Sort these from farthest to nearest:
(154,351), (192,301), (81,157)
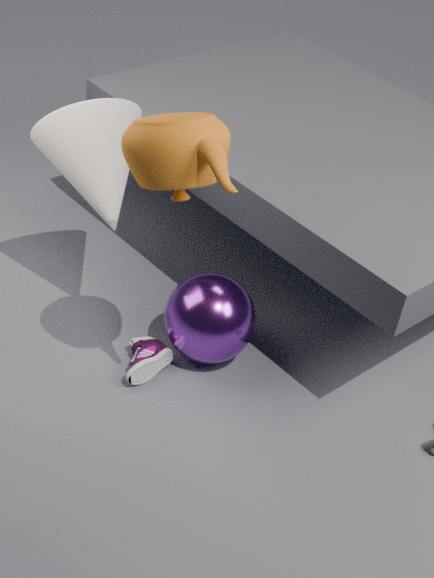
(154,351), (192,301), (81,157)
